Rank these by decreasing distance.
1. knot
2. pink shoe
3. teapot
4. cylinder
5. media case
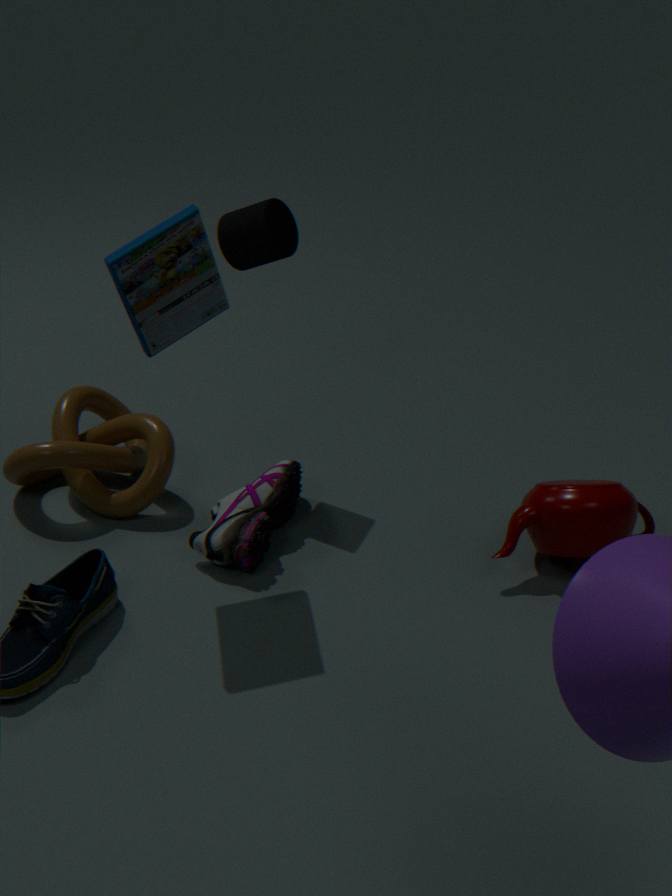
knot → cylinder → pink shoe → teapot → media case
